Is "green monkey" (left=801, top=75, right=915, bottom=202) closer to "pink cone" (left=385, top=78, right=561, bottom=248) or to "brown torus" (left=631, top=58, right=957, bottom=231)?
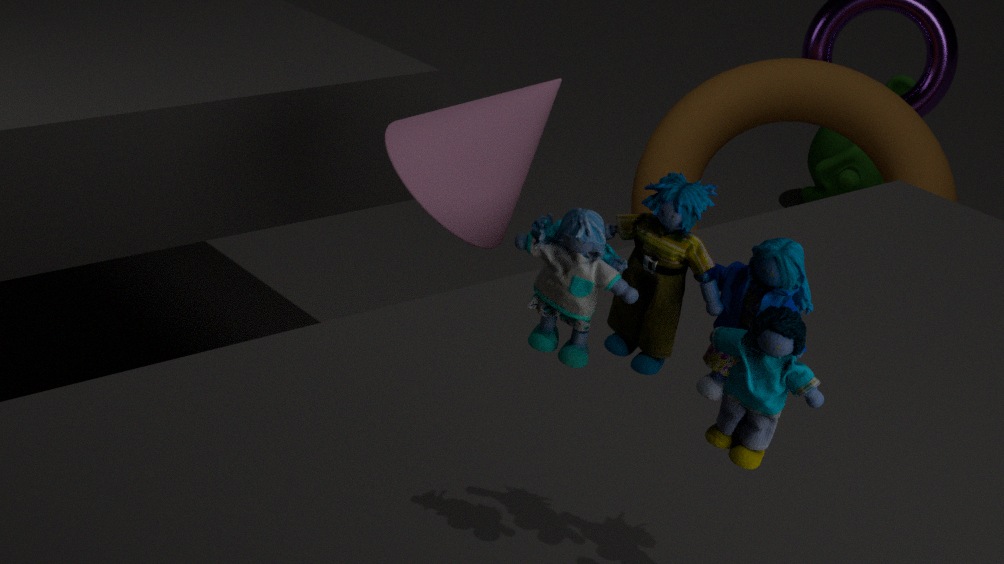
"brown torus" (left=631, top=58, right=957, bottom=231)
